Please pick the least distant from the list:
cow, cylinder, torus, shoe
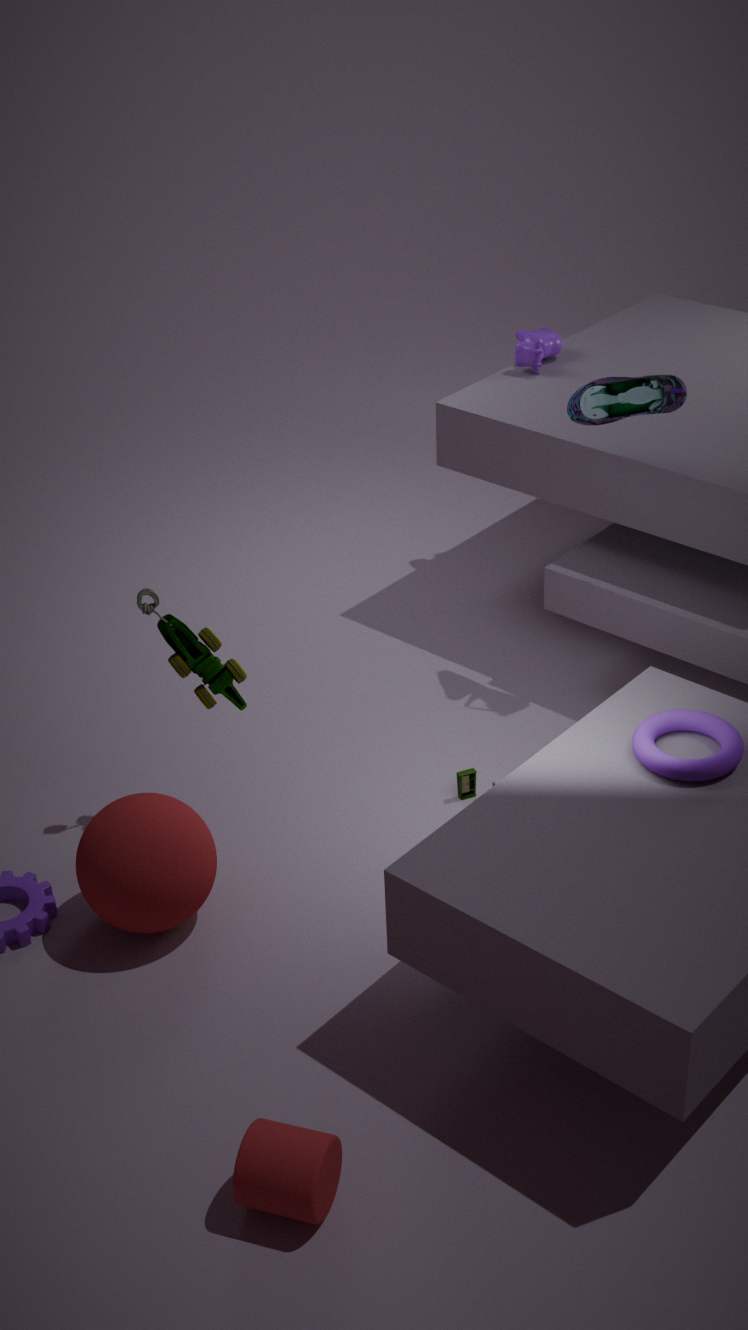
cylinder
